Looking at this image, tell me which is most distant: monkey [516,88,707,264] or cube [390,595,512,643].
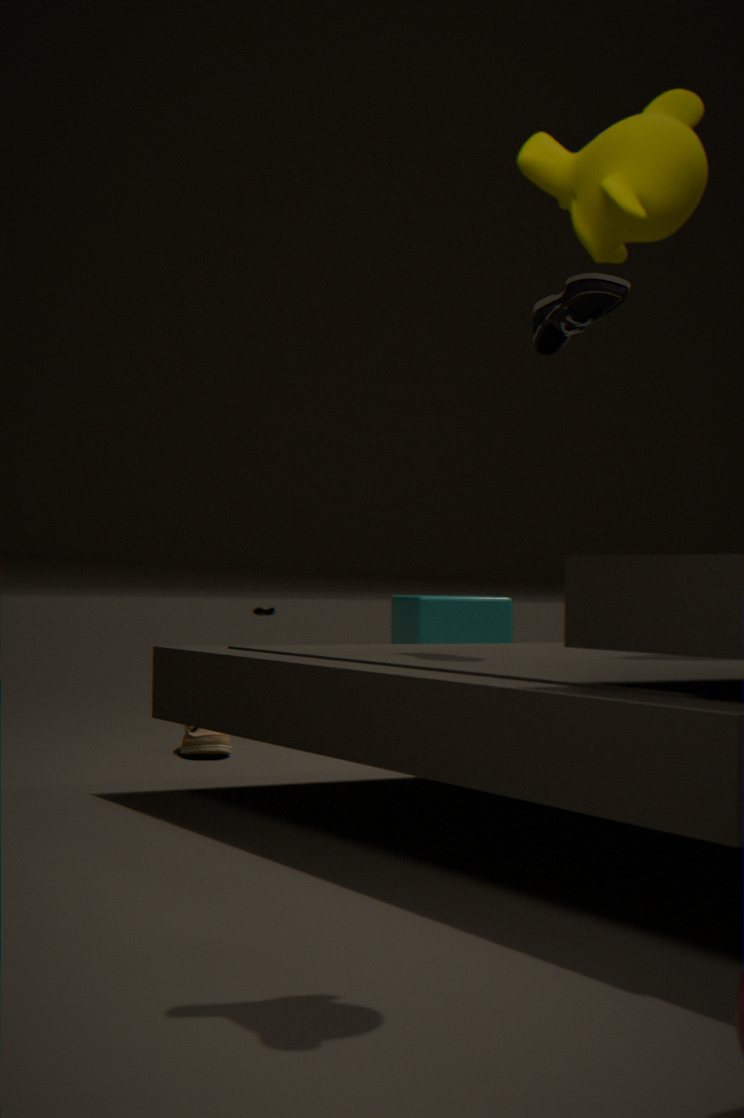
cube [390,595,512,643]
